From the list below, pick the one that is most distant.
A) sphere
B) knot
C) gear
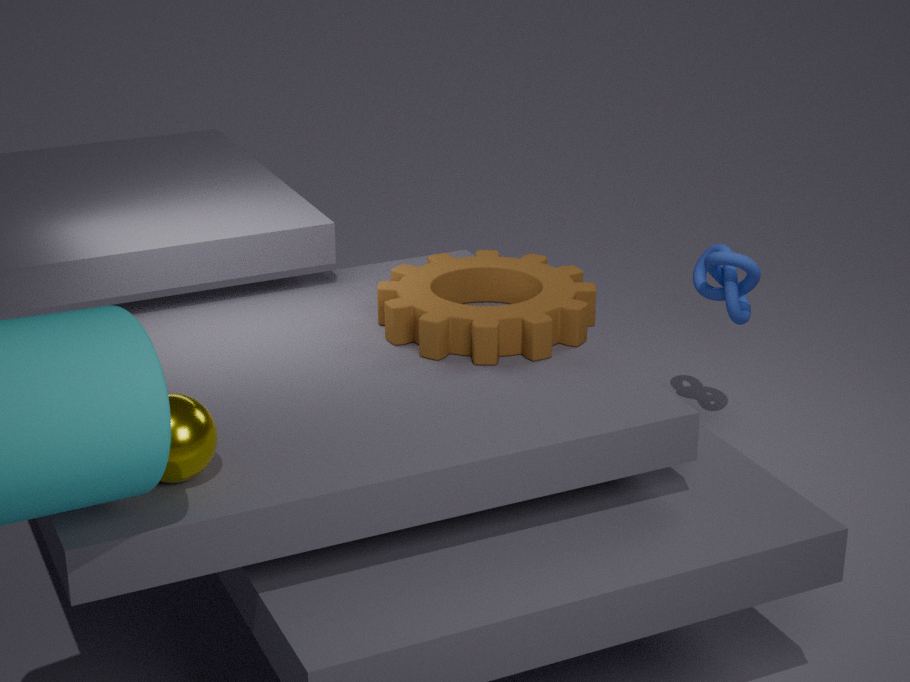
knot
